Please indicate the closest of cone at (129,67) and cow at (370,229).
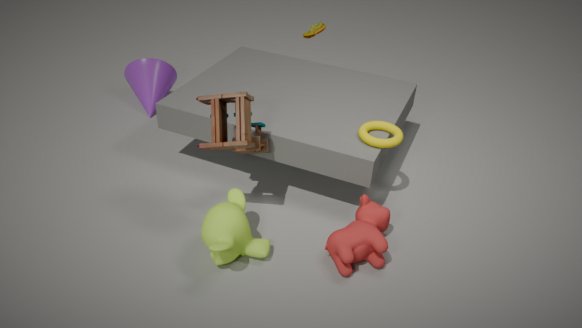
cow at (370,229)
